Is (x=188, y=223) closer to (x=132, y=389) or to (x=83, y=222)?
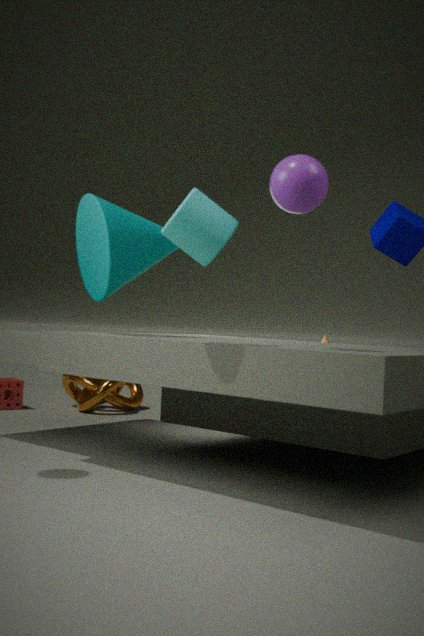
(x=83, y=222)
